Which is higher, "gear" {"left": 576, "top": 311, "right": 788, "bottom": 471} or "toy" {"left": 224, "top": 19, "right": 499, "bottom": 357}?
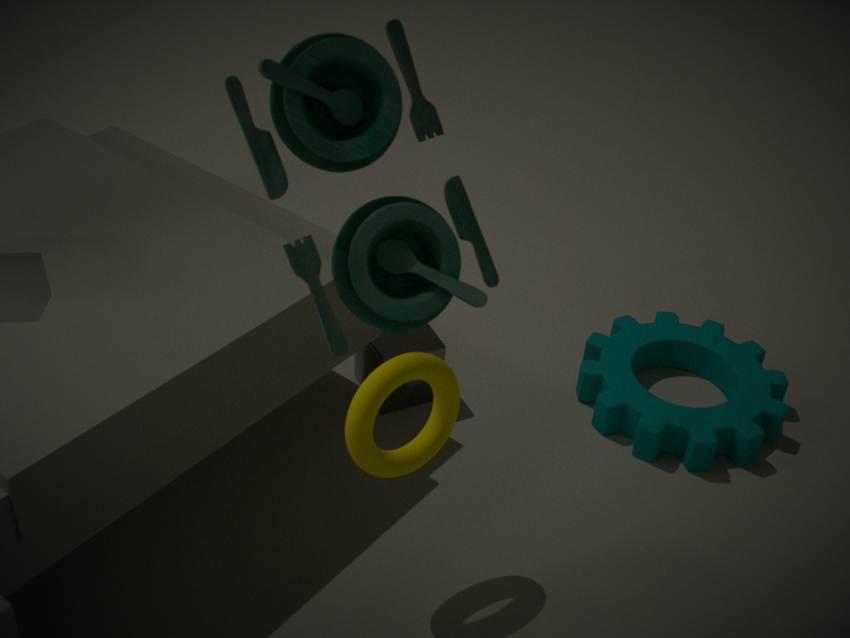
"toy" {"left": 224, "top": 19, "right": 499, "bottom": 357}
